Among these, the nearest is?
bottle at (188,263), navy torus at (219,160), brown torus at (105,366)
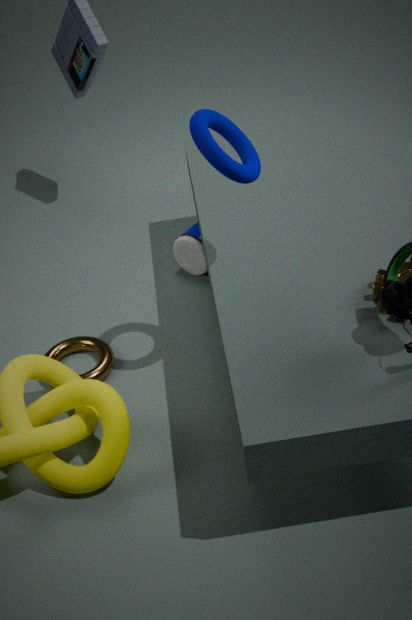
navy torus at (219,160)
